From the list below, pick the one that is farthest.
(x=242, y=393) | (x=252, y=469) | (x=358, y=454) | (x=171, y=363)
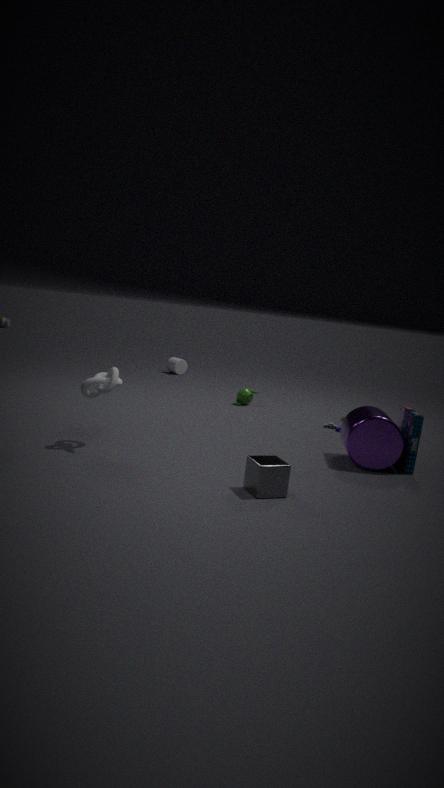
(x=171, y=363)
